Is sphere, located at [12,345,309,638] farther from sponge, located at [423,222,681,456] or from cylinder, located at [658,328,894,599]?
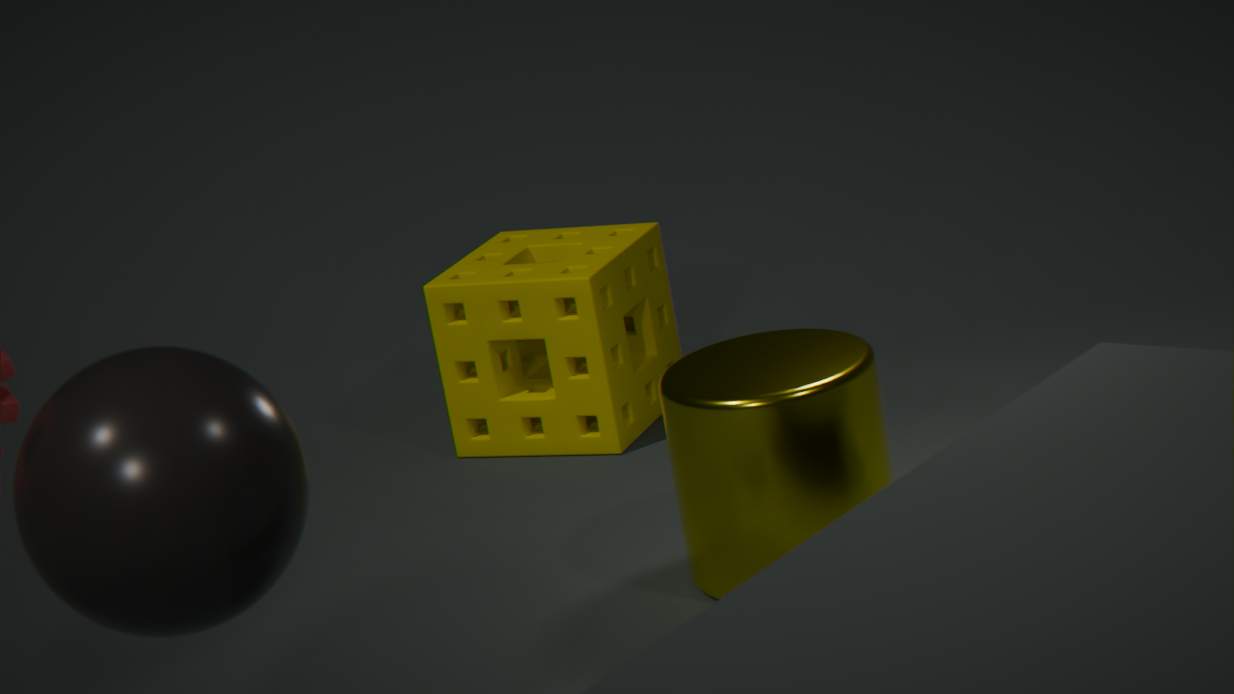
sponge, located at [423,222,681,456]
